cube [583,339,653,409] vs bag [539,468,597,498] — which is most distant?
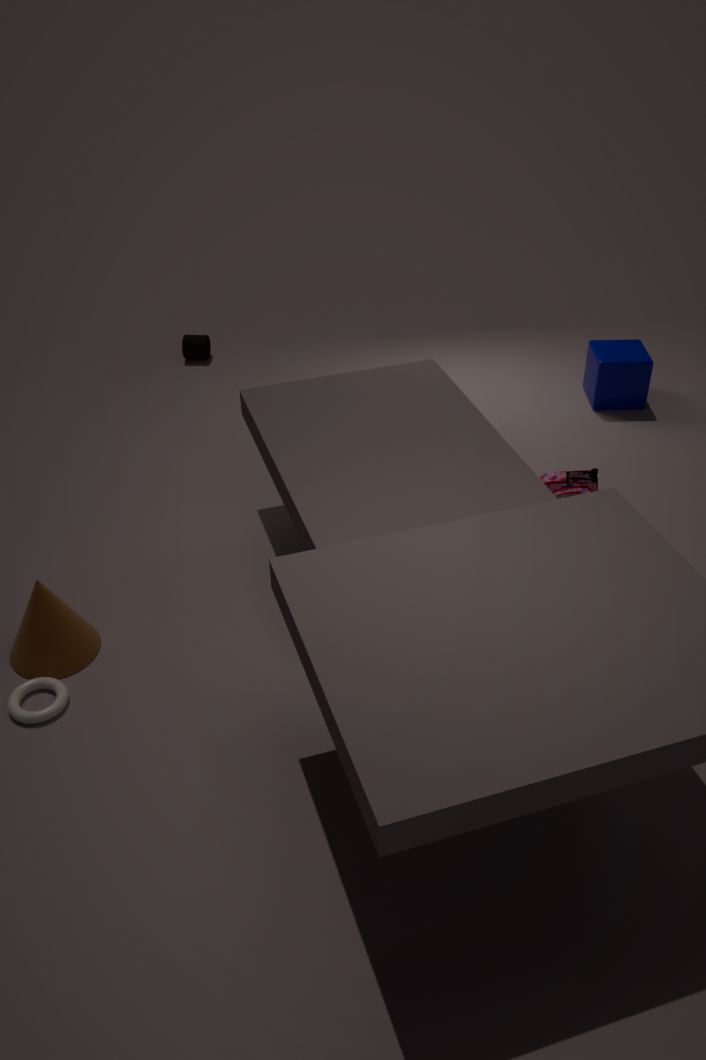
cube [583,339,653,409]
